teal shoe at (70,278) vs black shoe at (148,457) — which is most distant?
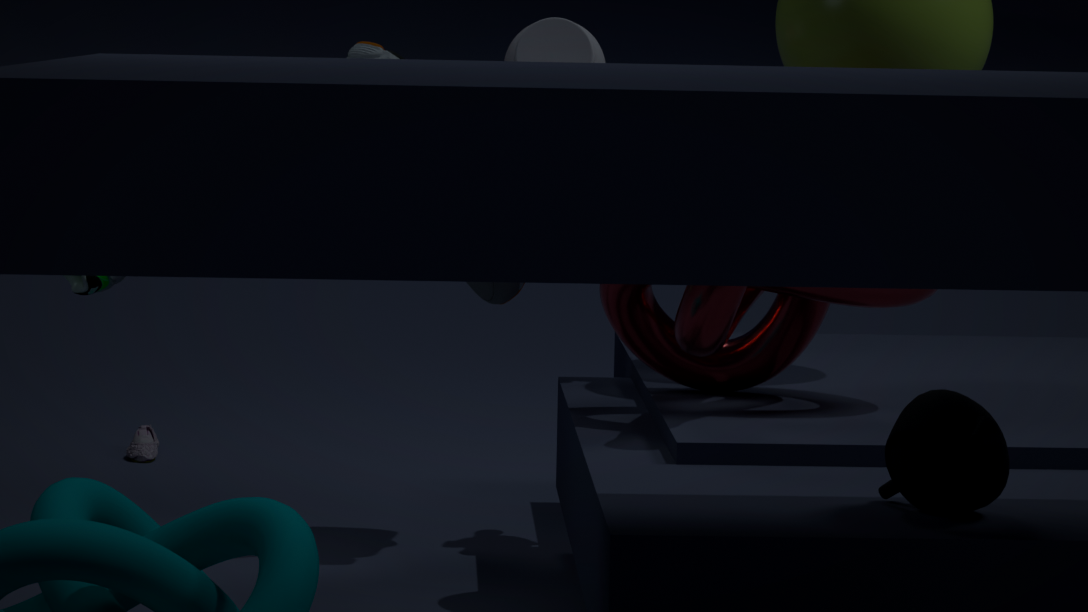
black shoe at (148,457)
